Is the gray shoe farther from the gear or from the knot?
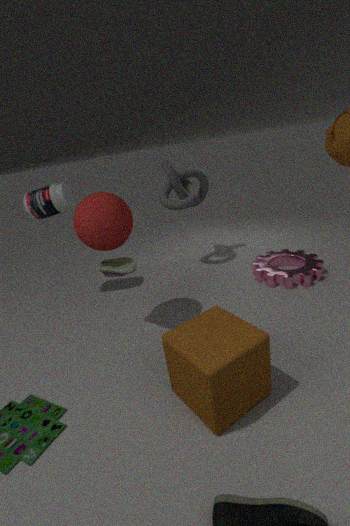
the gear
